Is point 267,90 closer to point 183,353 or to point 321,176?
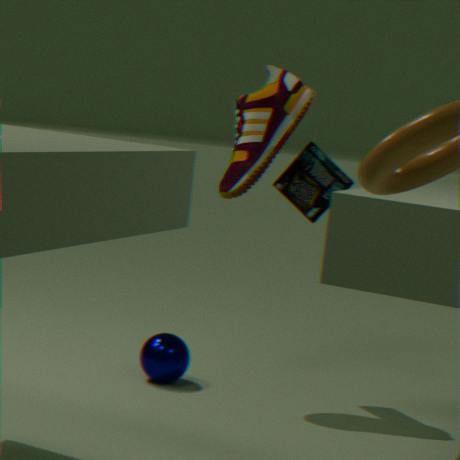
point 321,176
